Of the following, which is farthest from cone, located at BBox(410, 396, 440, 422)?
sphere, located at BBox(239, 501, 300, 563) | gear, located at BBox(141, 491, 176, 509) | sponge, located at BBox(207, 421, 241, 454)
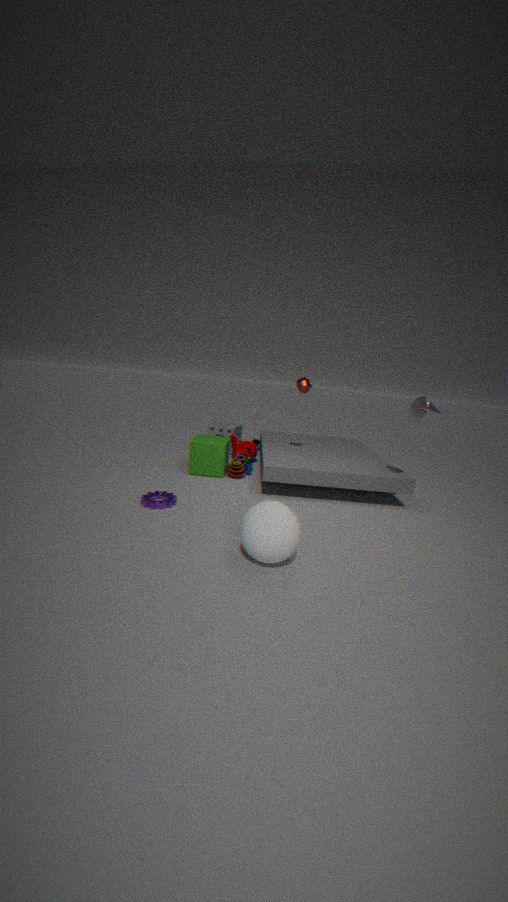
sponge, located at BBox(207, 421, 241, 454)
